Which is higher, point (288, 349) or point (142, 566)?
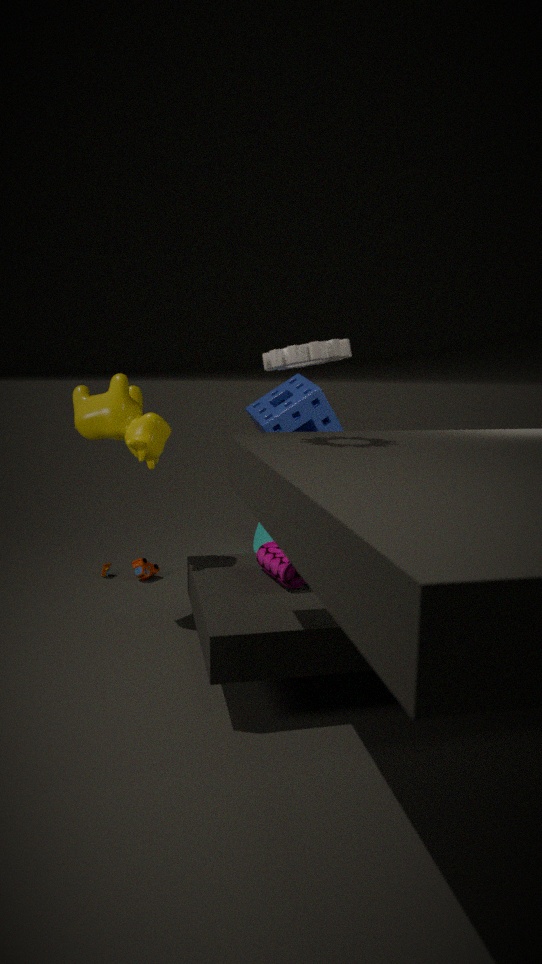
point (288, 349)
